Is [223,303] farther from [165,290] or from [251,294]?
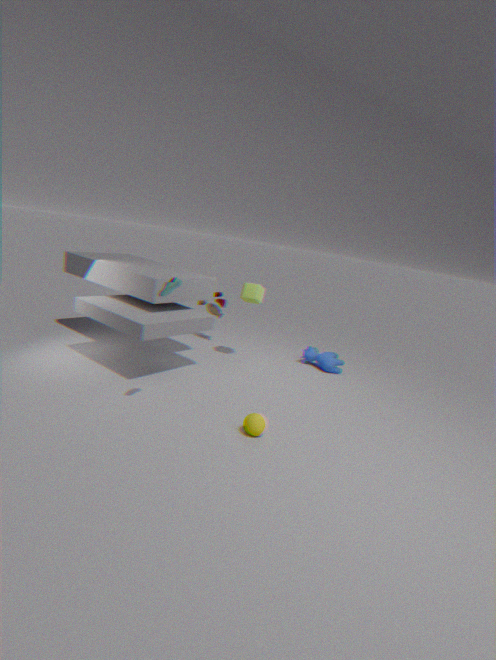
[165,290]
